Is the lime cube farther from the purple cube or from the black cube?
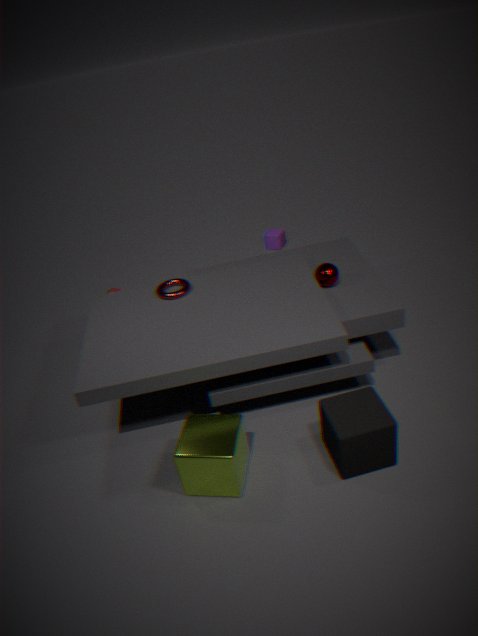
the purple cube
